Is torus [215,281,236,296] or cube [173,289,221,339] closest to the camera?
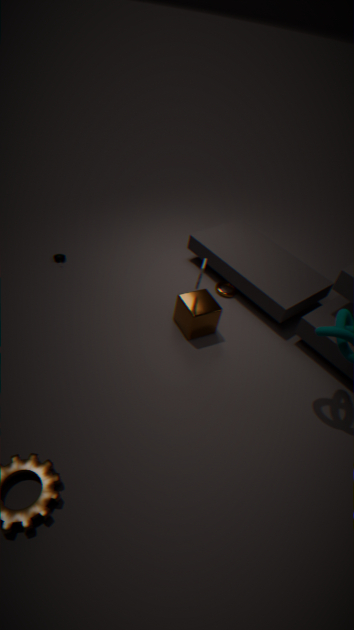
cube [173,289,221,339]
